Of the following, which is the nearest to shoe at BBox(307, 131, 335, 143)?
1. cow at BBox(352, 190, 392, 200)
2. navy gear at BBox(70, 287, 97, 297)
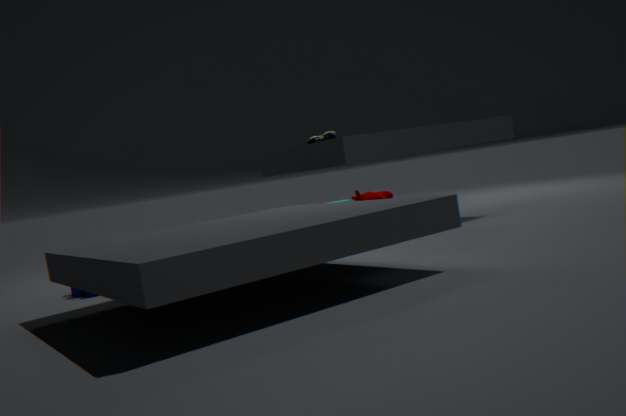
cow at BBox(352, 190, 392, 200)
